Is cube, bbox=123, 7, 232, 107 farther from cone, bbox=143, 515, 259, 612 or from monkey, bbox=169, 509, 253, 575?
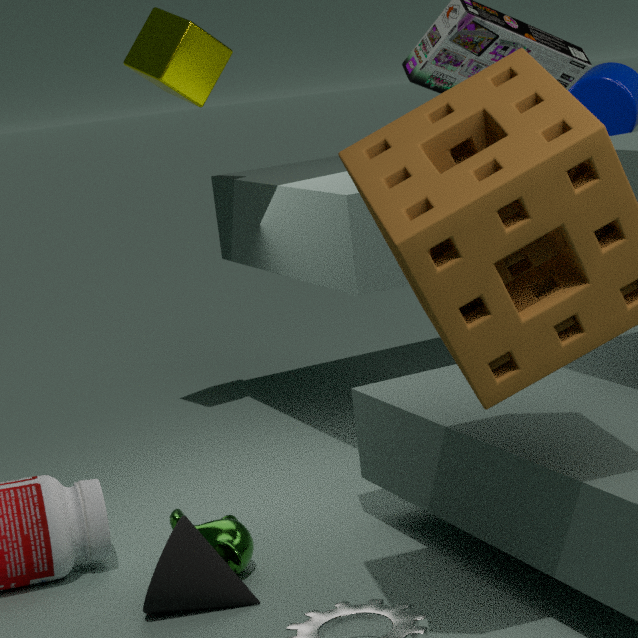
cone, bbox=143, 515, 259, 612
